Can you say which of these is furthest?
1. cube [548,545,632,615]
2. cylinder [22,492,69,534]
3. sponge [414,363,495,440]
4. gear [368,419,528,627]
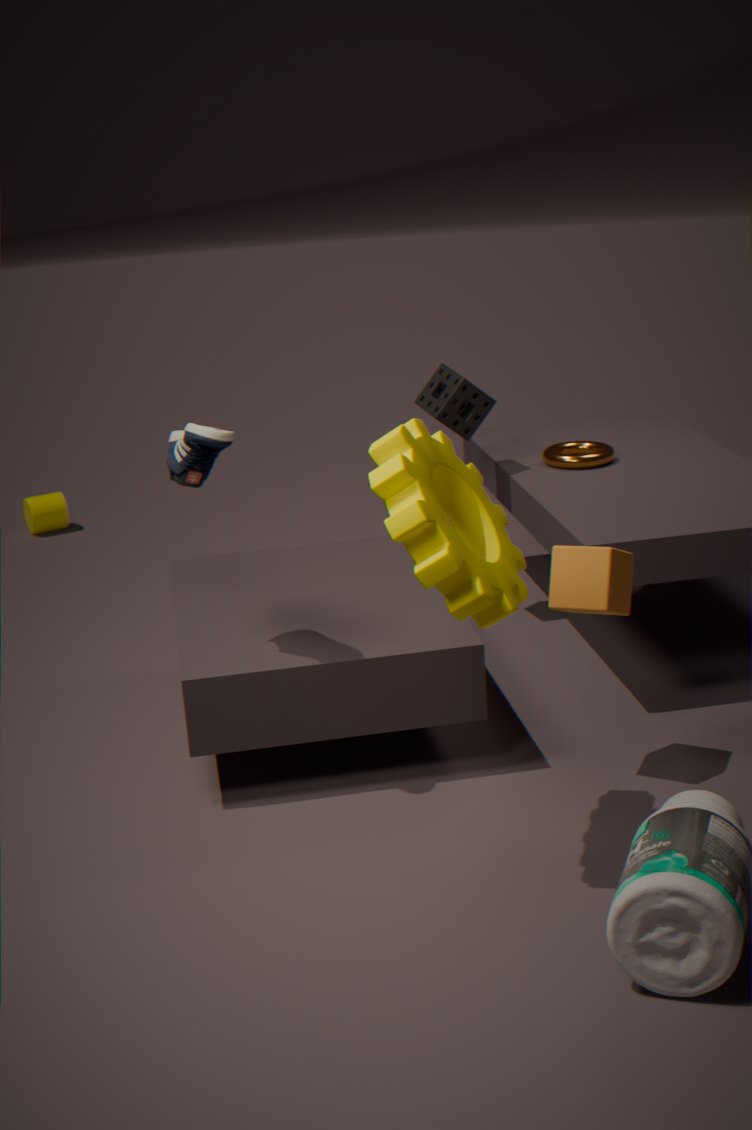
cylinder [22,492,69,534]
